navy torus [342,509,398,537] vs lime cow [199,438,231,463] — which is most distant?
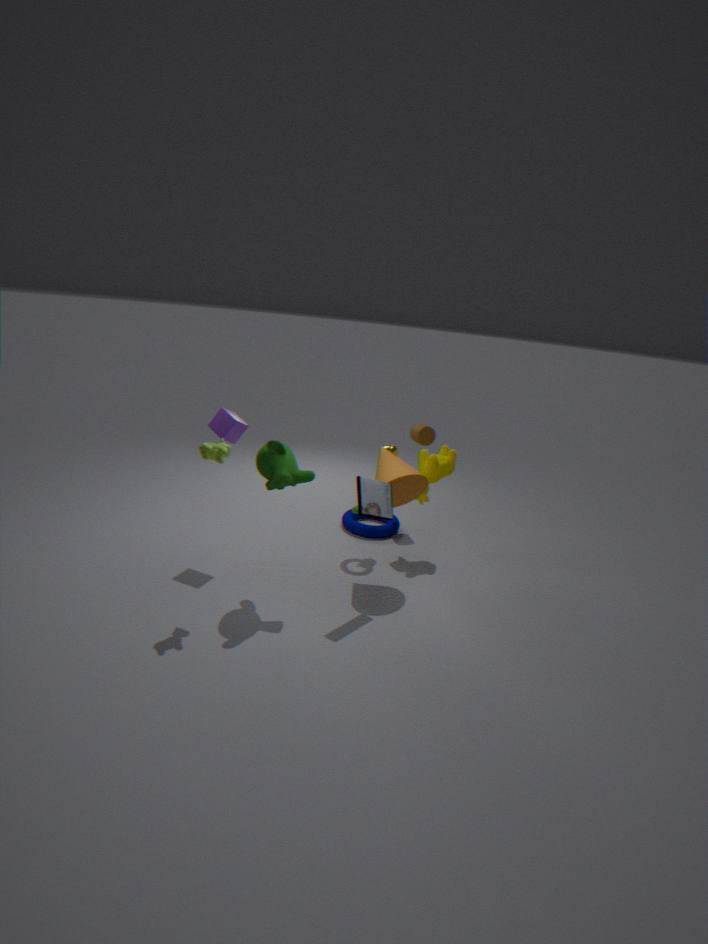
navy torus [342,509,398,537]
